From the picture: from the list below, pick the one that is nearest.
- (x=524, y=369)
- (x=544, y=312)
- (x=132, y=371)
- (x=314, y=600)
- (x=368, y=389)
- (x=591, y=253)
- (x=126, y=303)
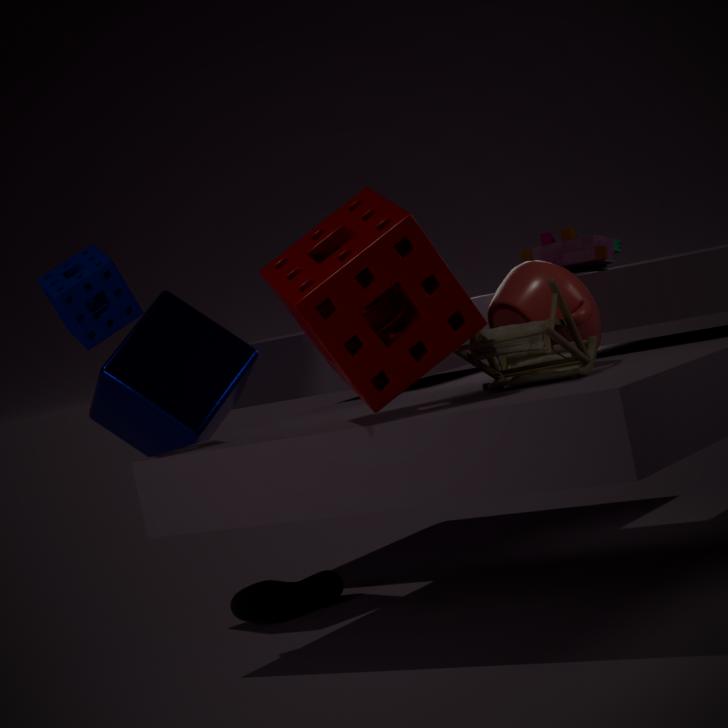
(x=368, y=389)
